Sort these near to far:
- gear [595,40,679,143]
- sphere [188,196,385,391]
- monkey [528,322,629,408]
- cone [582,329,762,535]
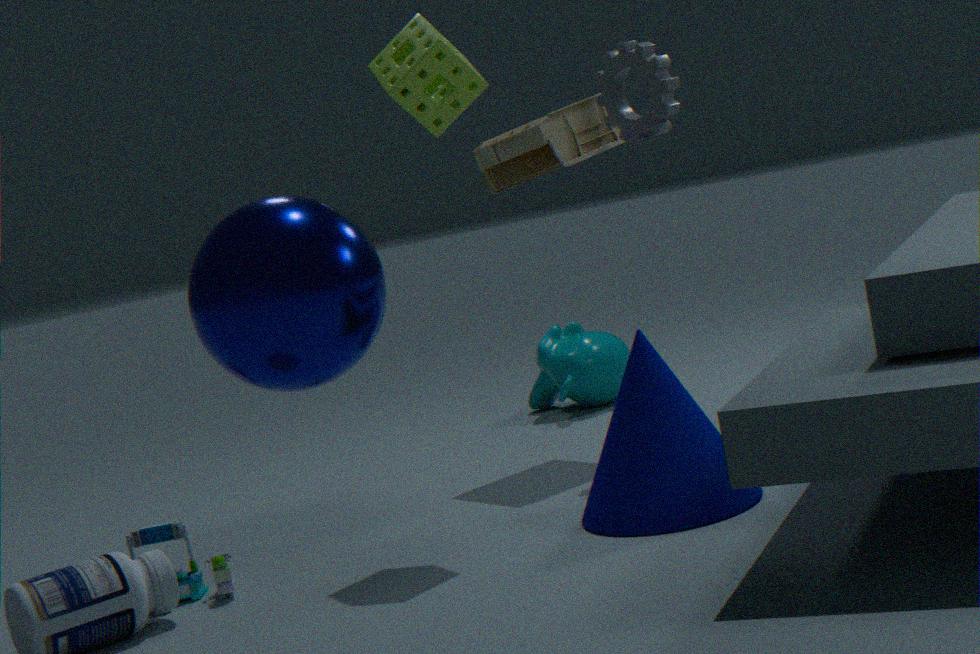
sphere [188,196,385,391], cone [582,329,762,535], gear [595,40,679,143], monkey [528,322,629,408]
